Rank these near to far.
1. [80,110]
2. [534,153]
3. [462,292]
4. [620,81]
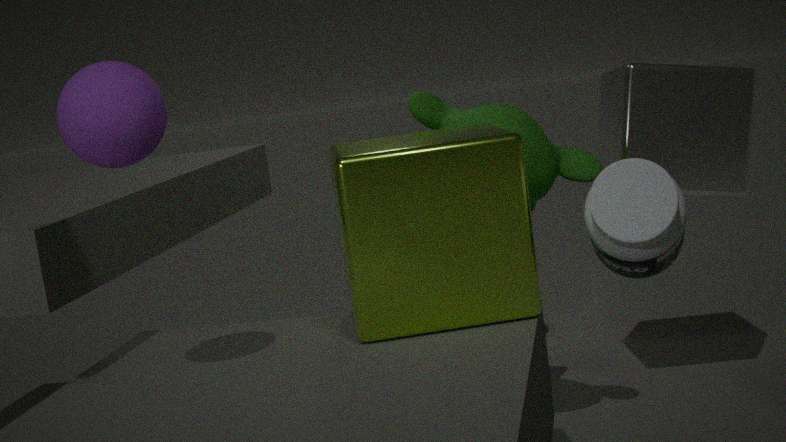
[80,110] < [462,292] < [534,153] < [620,81]
